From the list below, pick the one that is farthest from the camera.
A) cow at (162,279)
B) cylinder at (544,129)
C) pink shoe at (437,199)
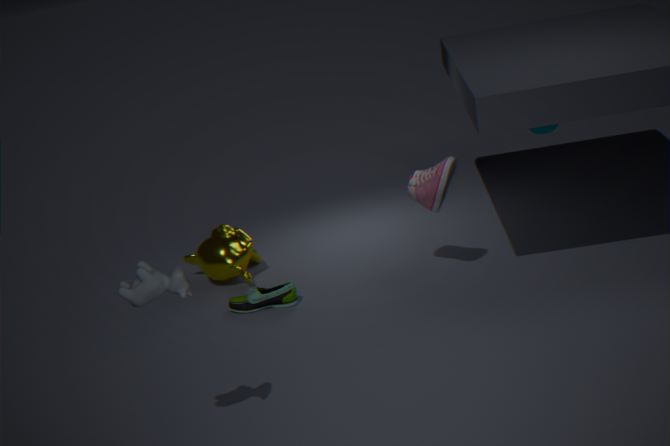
cylinder at (544,129)
